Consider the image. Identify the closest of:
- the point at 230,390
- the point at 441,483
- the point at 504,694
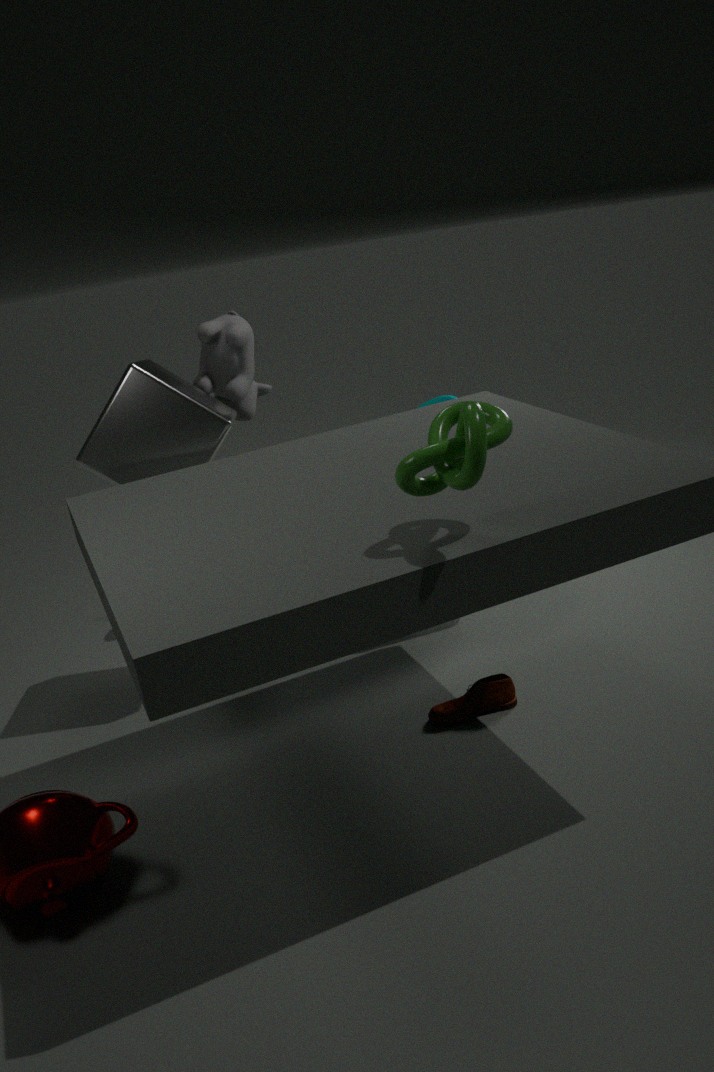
the point at 441,483
